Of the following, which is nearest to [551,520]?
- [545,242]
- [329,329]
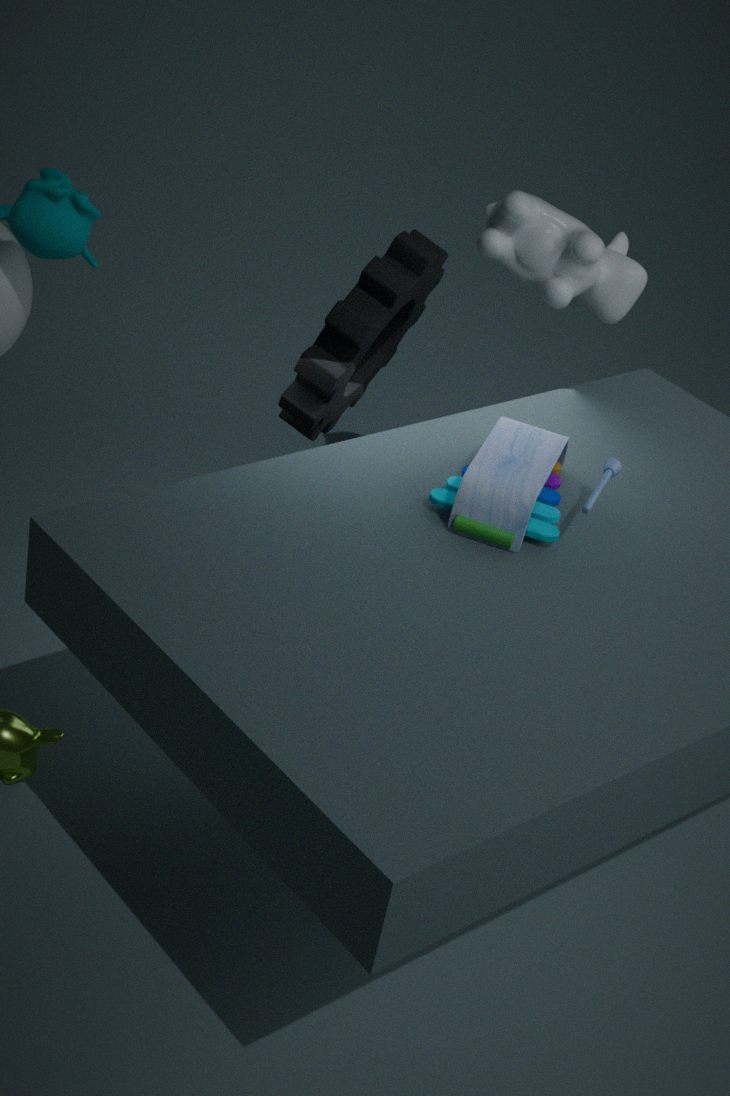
[329,329]
